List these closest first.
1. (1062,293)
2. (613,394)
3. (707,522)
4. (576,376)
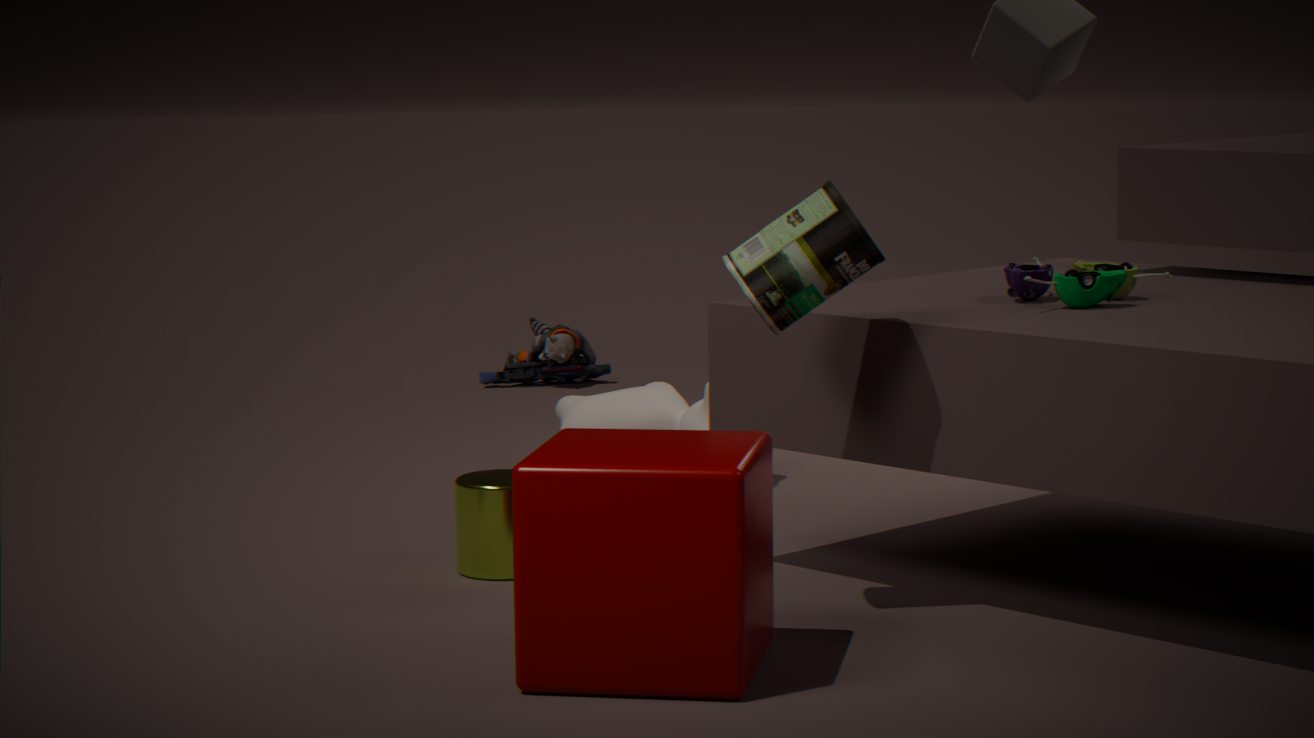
(707,522), (1062,293), (613,394), (576,376)
